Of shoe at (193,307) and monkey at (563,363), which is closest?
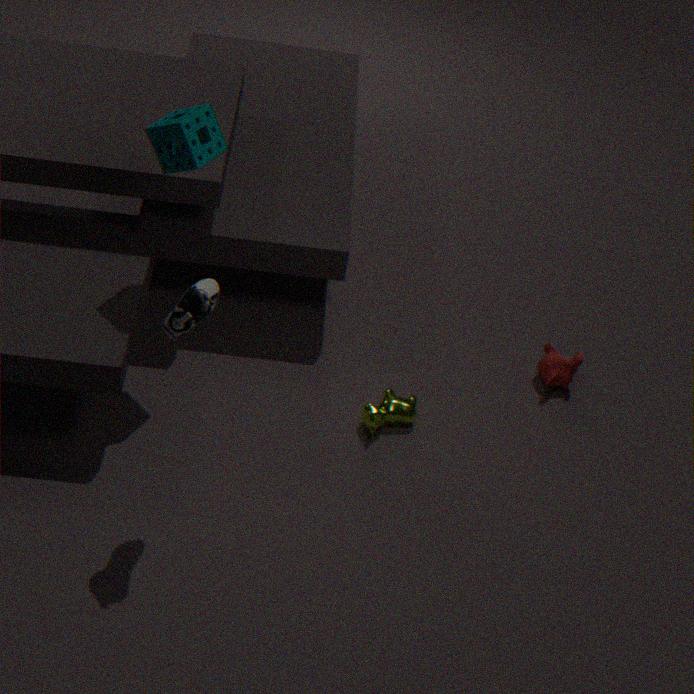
shoe at (193,307)
